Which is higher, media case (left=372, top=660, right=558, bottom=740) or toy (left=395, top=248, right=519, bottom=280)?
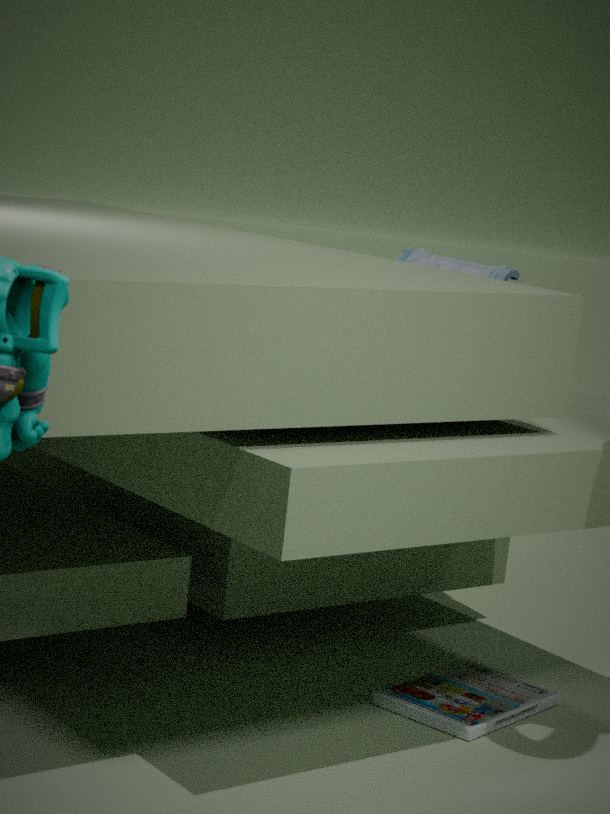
toy (left=395, top=248, right=519, bottom=280)
